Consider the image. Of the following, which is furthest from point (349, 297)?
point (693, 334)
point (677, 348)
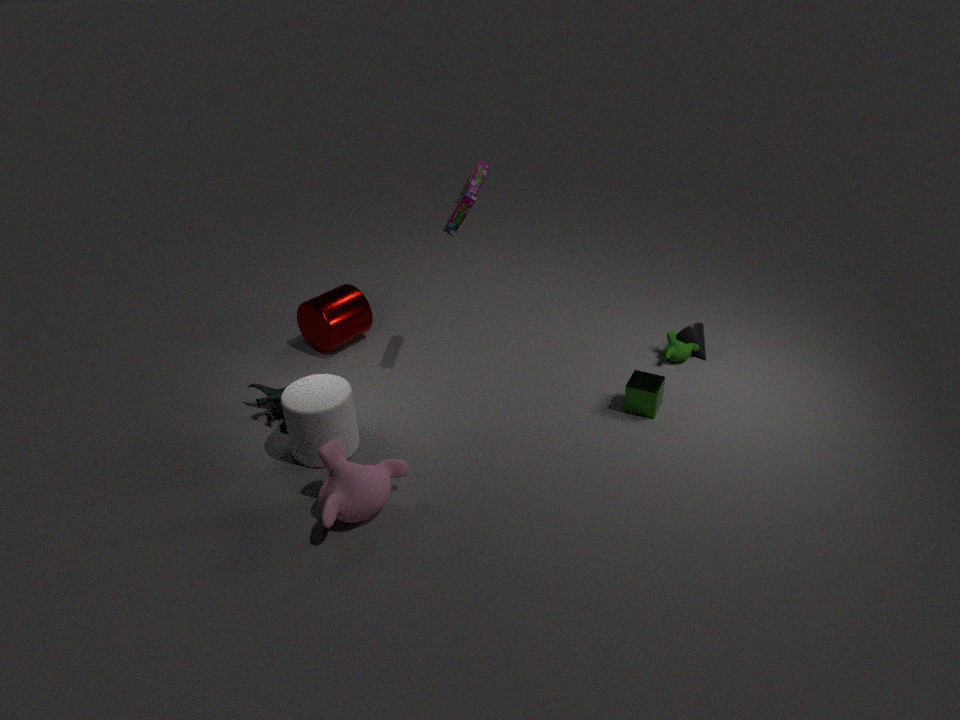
point (693, 334)
